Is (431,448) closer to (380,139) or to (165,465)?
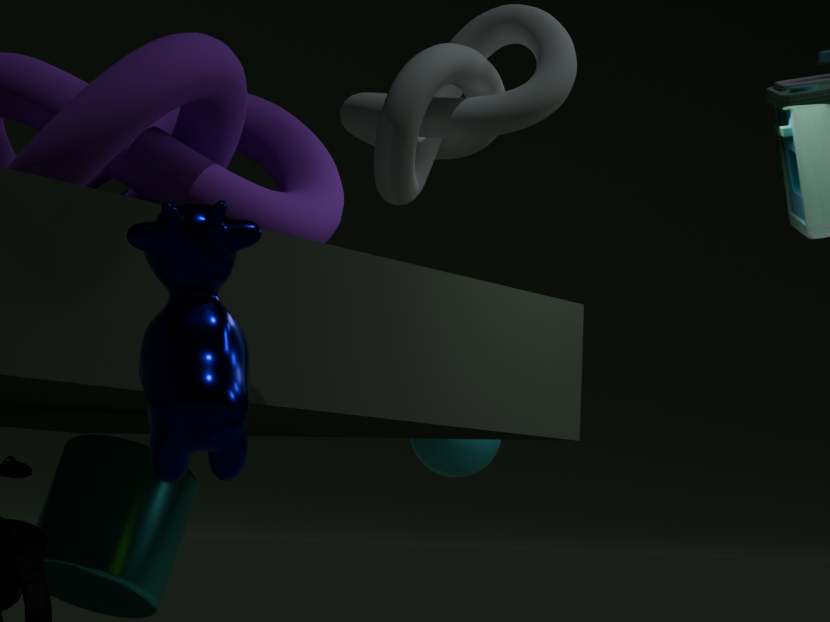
(380,139)
